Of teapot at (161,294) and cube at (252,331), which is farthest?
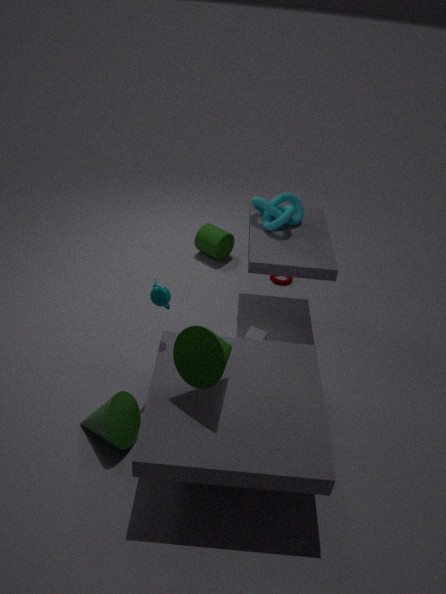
cube at (252,331)
